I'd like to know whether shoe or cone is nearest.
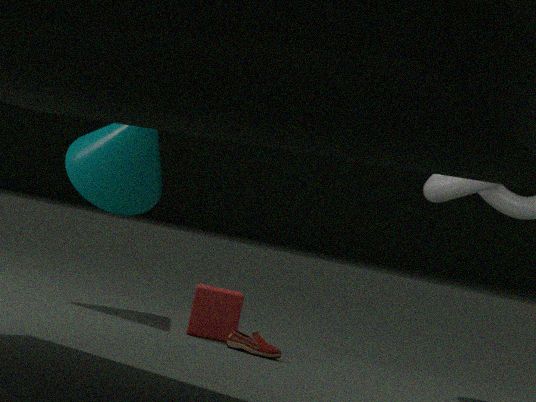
shoe
